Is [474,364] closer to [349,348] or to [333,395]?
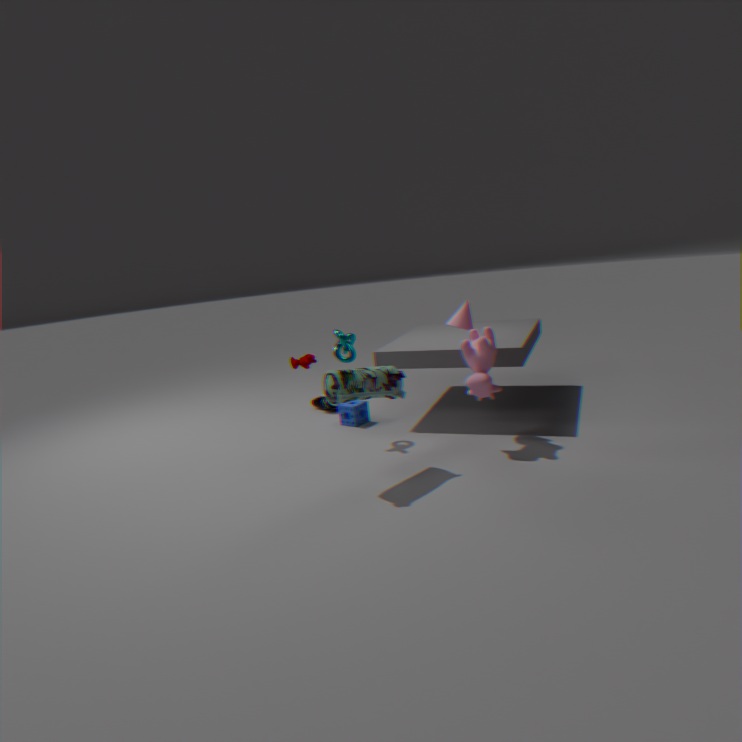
[333,395]
